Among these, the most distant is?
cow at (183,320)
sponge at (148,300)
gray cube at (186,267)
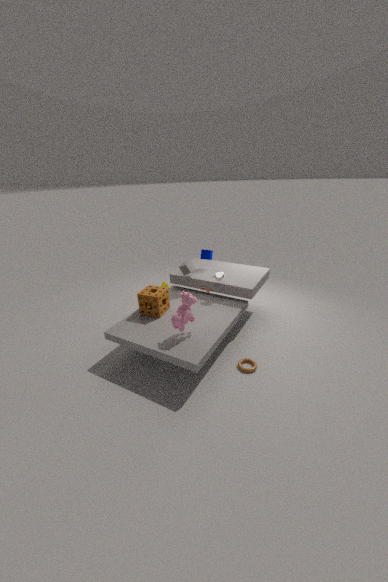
gray cube at (186,267)
